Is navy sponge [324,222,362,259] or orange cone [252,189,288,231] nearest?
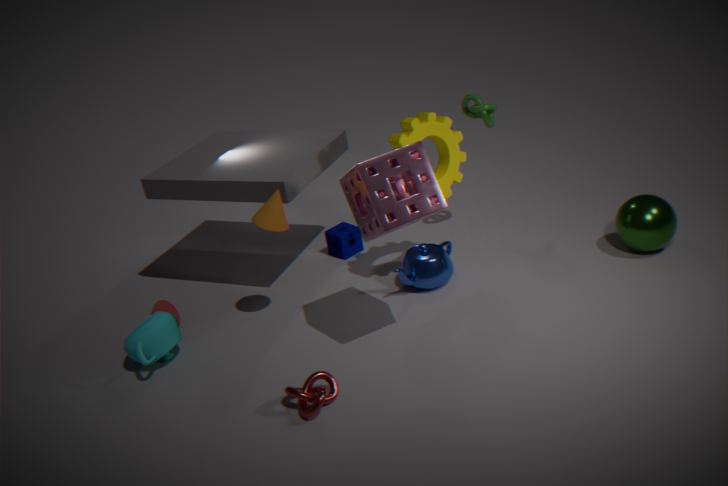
orange cone [252,189,288,231]
